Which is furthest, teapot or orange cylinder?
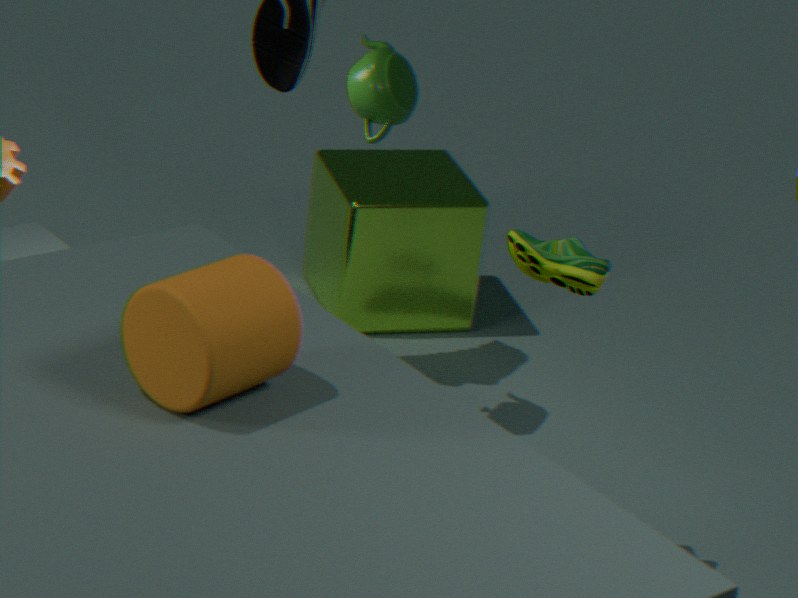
teapot
